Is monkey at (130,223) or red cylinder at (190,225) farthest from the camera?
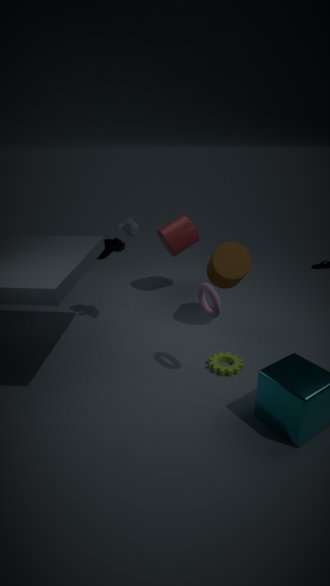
red cylinder at (190,225)
